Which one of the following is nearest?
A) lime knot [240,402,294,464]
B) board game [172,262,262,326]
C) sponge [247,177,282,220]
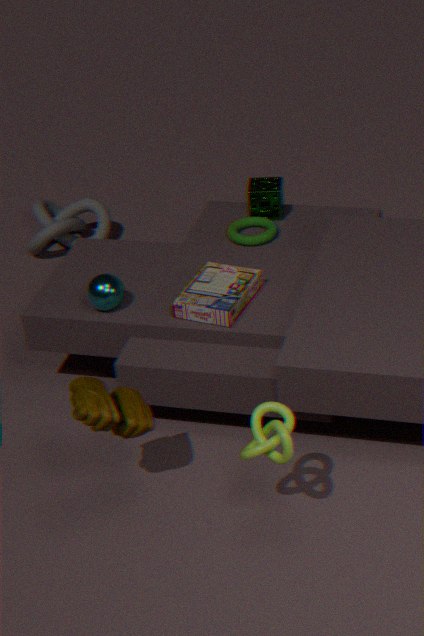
lime knot [240,402,294,464]
